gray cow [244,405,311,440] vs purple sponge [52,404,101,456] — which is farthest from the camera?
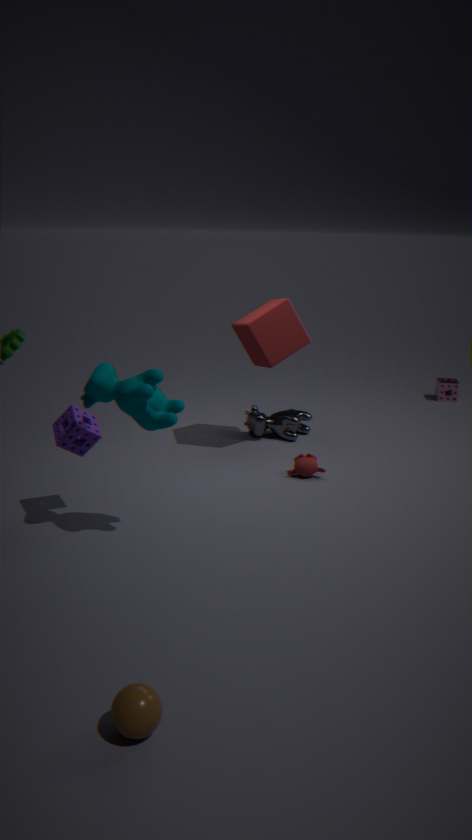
gray cow [244,405,311,440]
